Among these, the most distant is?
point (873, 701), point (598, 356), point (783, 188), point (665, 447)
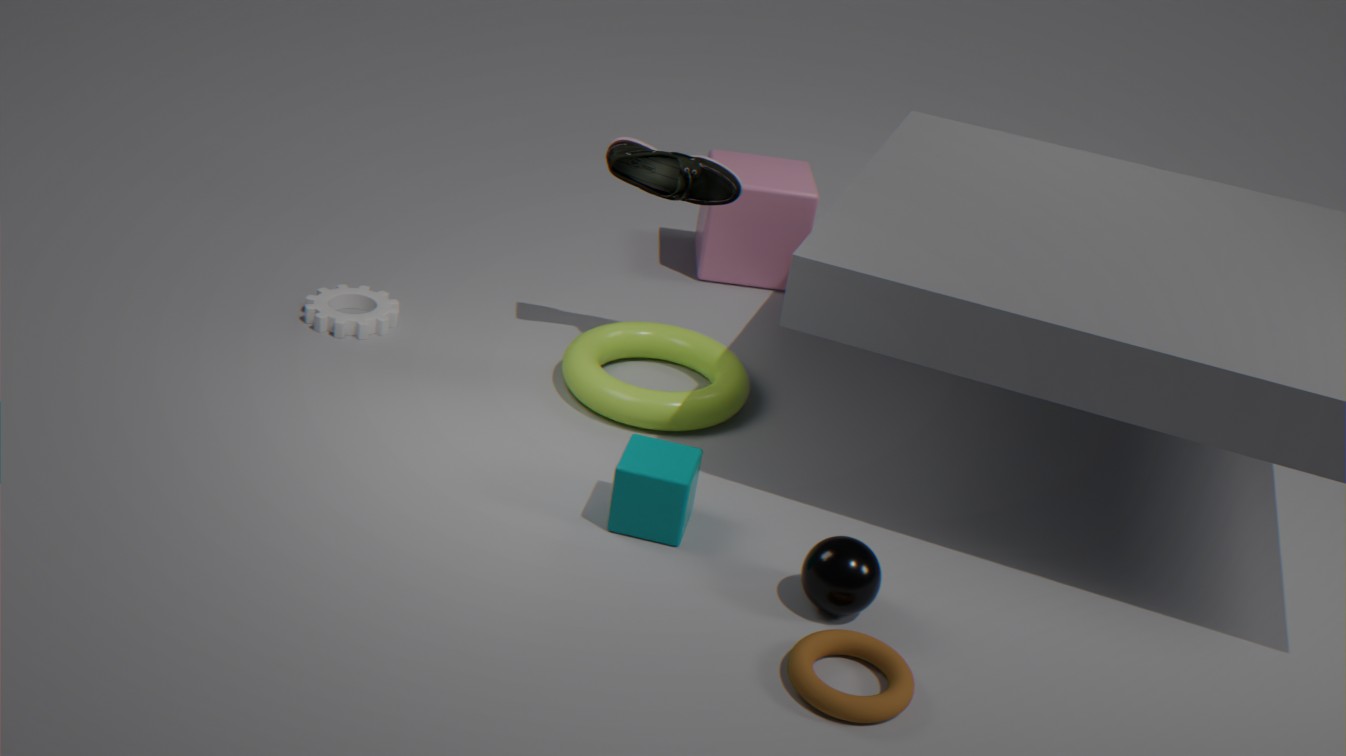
point (783, 188)
